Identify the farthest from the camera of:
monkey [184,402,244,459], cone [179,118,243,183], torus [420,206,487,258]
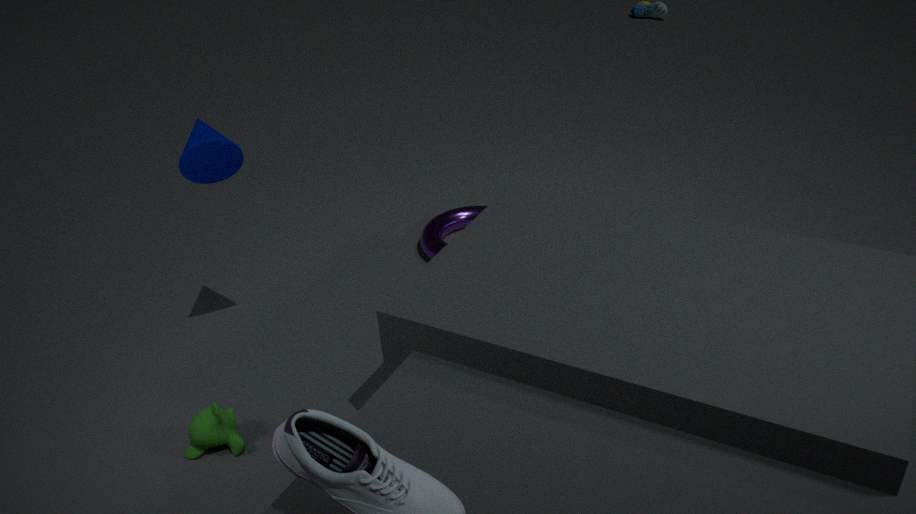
torus [420,206,487,258]
